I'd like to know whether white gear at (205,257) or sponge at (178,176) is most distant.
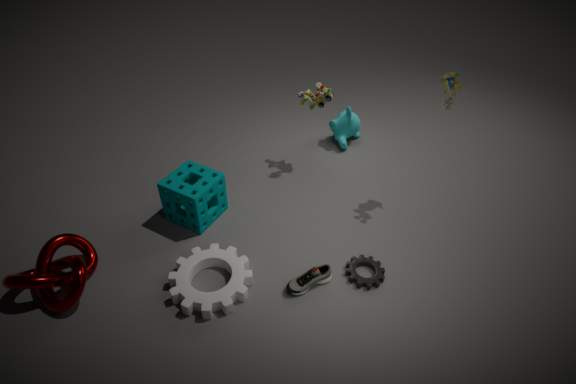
sponge at (178,176)
